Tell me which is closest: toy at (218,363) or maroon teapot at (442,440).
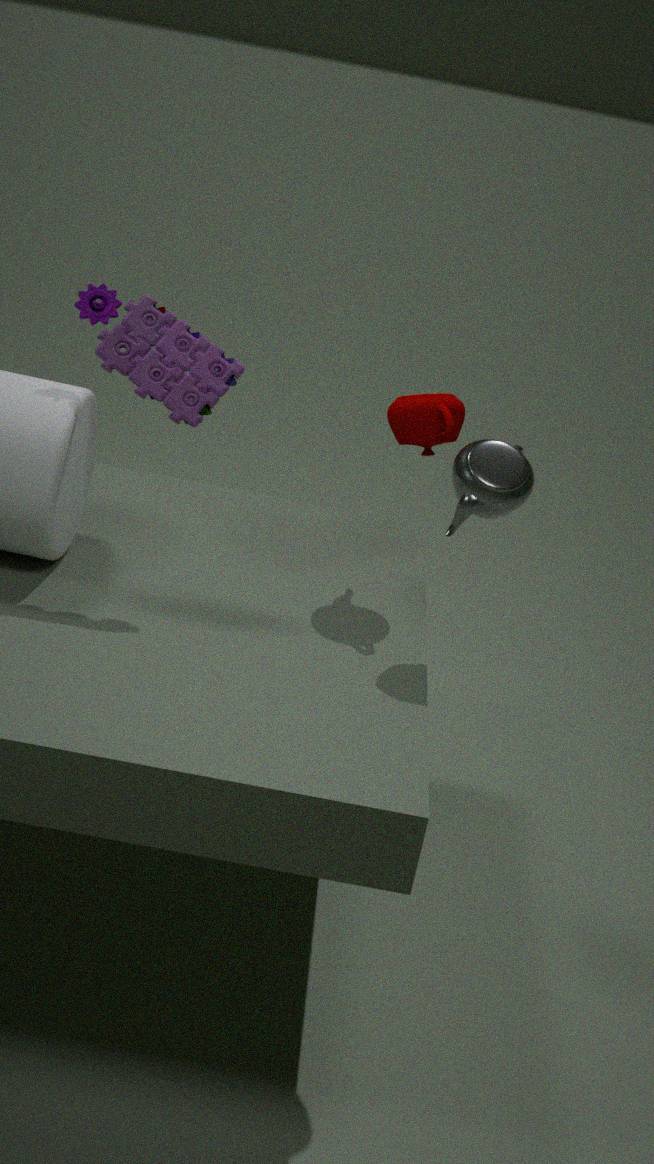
toy at (218,363)
